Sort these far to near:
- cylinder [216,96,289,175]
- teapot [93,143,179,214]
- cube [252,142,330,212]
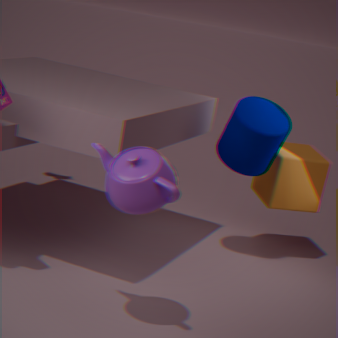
cube [252,142,330,212]
cylinder [216,96,289,175]
teapot [93,143,179,214]
